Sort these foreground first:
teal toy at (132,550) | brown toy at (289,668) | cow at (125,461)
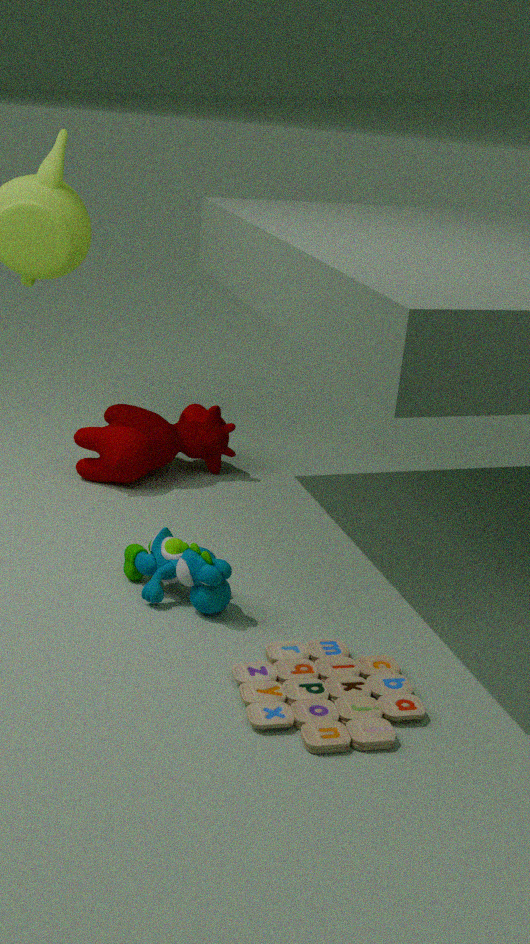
brown toy at (289,668), teal toy at (132,550), cow at (125,461)
